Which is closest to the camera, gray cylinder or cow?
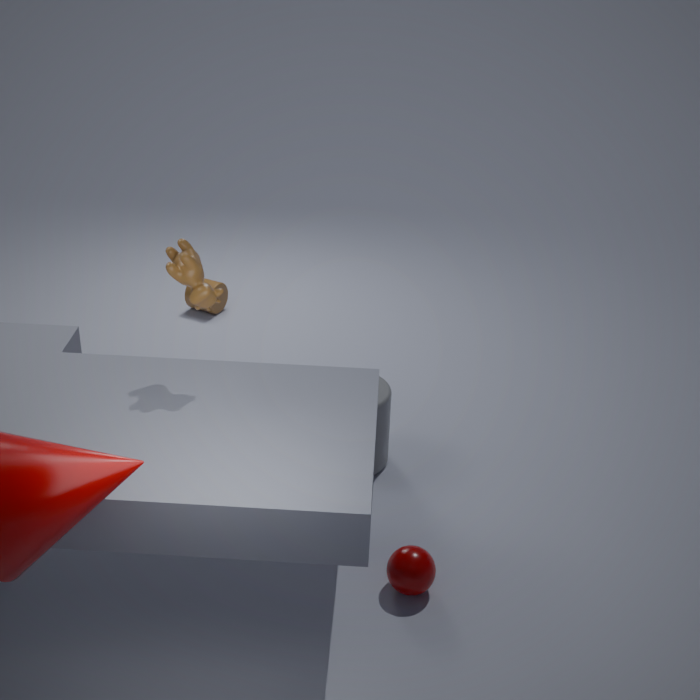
cow
